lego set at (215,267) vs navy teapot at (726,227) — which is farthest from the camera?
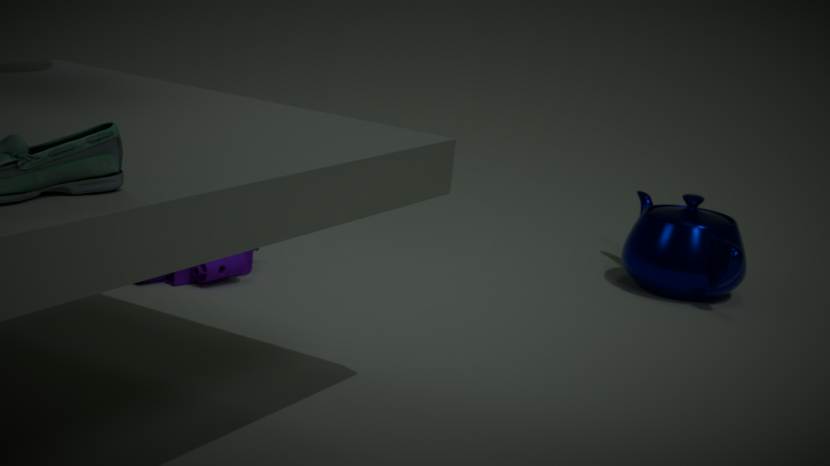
navy teapot at (726,227)
